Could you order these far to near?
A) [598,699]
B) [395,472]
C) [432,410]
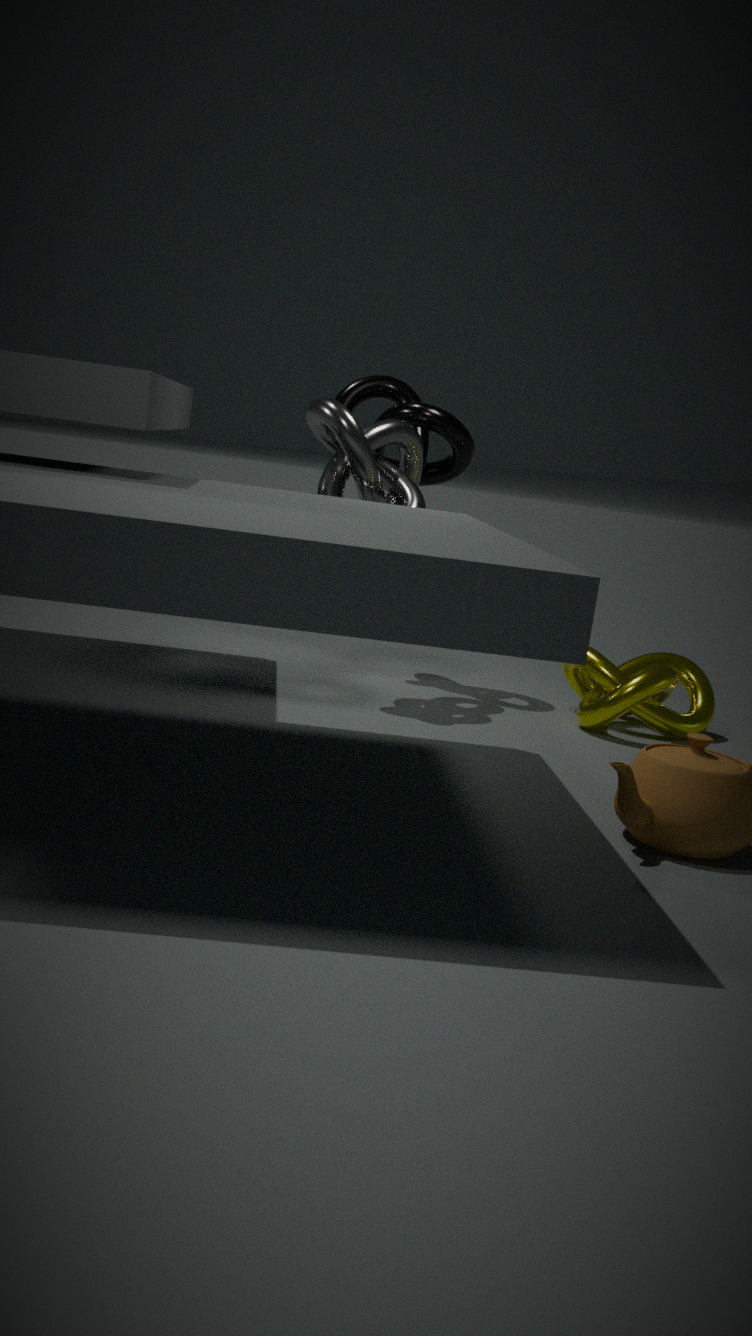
[432,410], [395,472], [598,699]
